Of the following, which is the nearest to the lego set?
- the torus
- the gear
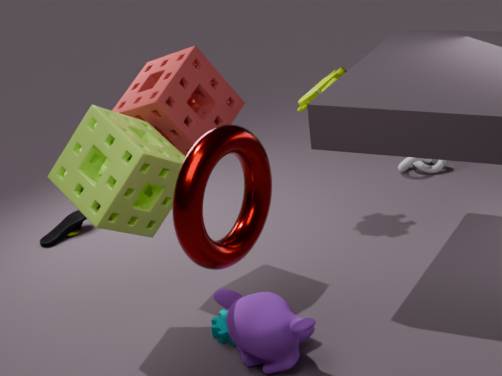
the gear
